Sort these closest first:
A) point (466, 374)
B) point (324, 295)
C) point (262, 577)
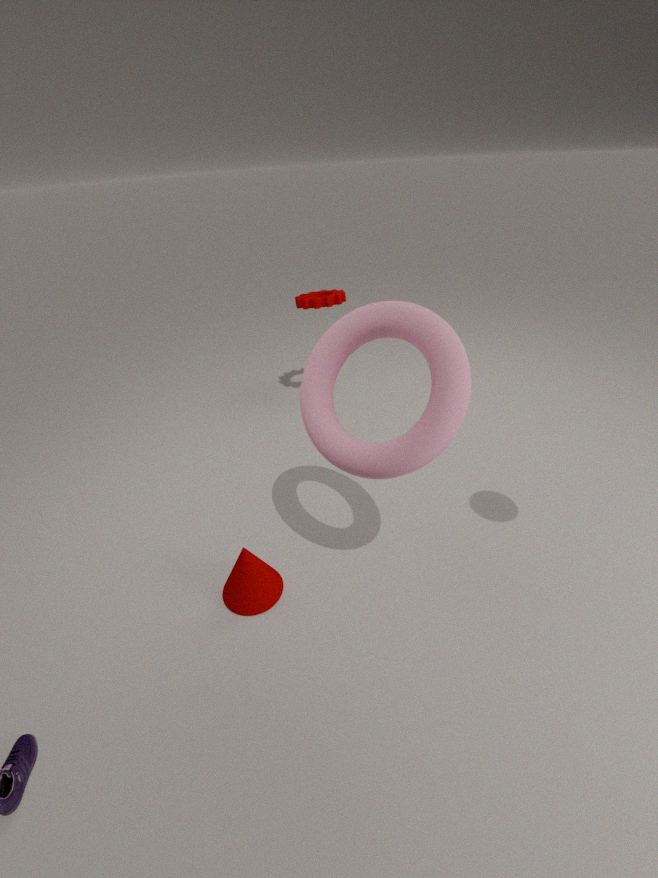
point (466, 374)
point (262, 577)
point (324, 295)
